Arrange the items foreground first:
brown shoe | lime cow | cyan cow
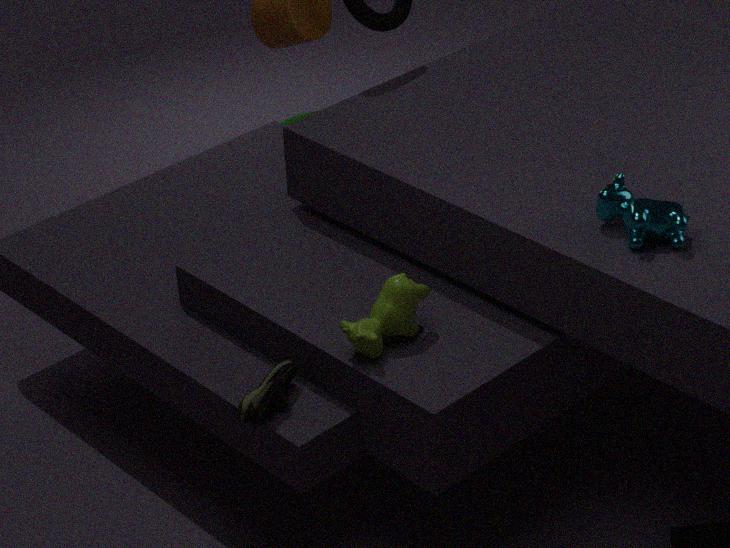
cyan cow
brown shoe
lime cow
